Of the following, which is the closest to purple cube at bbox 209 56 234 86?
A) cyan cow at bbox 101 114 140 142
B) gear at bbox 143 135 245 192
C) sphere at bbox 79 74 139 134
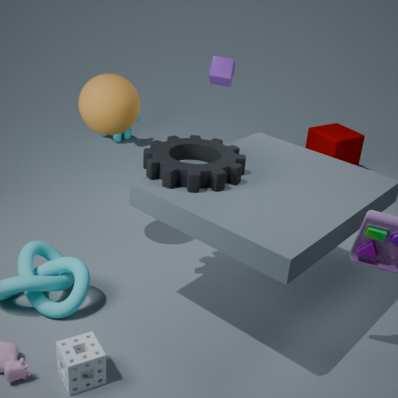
cyan cow at bbox 101 114 140 142
